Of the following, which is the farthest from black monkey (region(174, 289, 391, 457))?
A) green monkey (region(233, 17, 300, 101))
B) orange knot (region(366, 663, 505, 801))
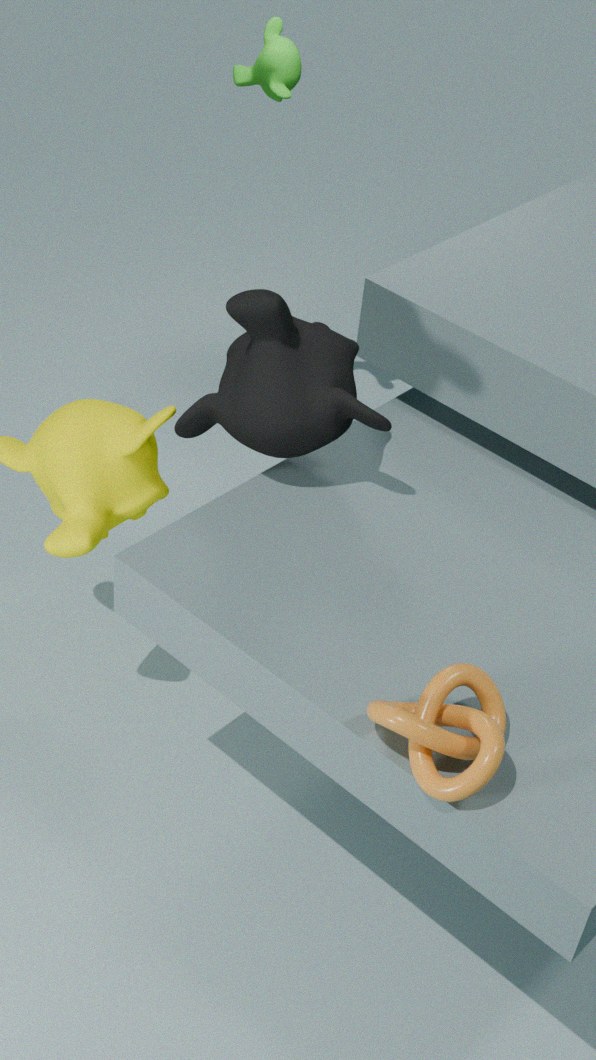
green monkey (region(233, 17, 300, 101))
